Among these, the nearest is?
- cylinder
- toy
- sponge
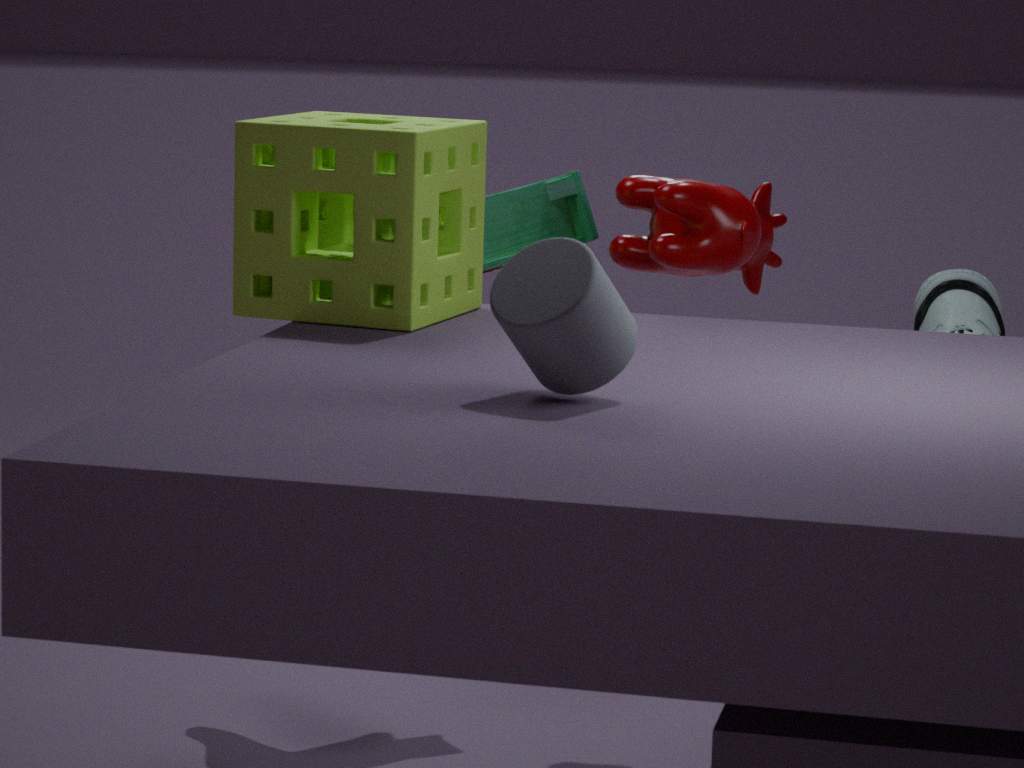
cylinder
